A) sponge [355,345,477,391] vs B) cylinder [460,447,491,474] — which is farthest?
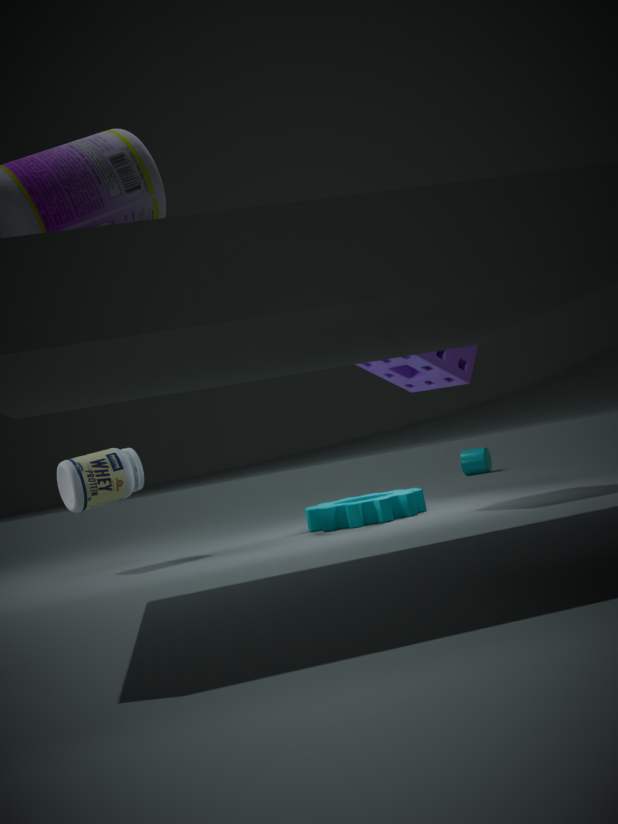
B. cylinder [460,447,491,474]
